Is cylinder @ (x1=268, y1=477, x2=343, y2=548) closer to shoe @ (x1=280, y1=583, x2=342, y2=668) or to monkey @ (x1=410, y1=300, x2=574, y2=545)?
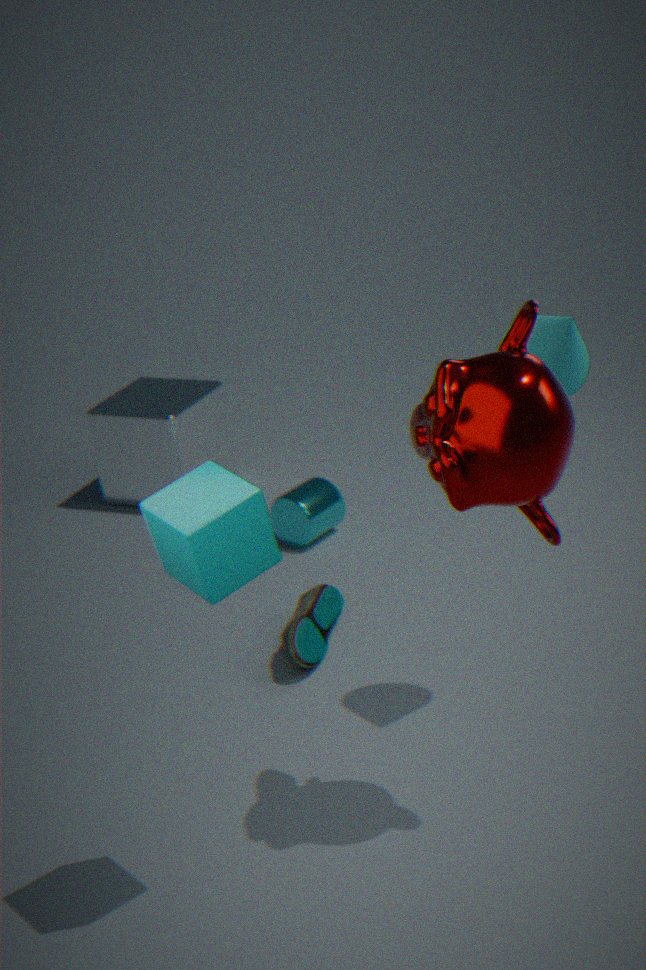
shoe @ (x1=280, y1=583, x2=342, y2=668)
